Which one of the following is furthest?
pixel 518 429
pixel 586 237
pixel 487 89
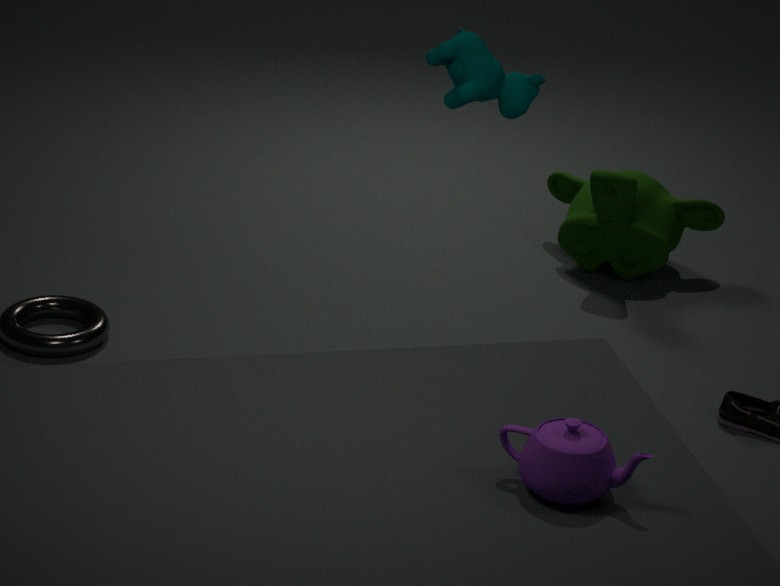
pixel 586 237
